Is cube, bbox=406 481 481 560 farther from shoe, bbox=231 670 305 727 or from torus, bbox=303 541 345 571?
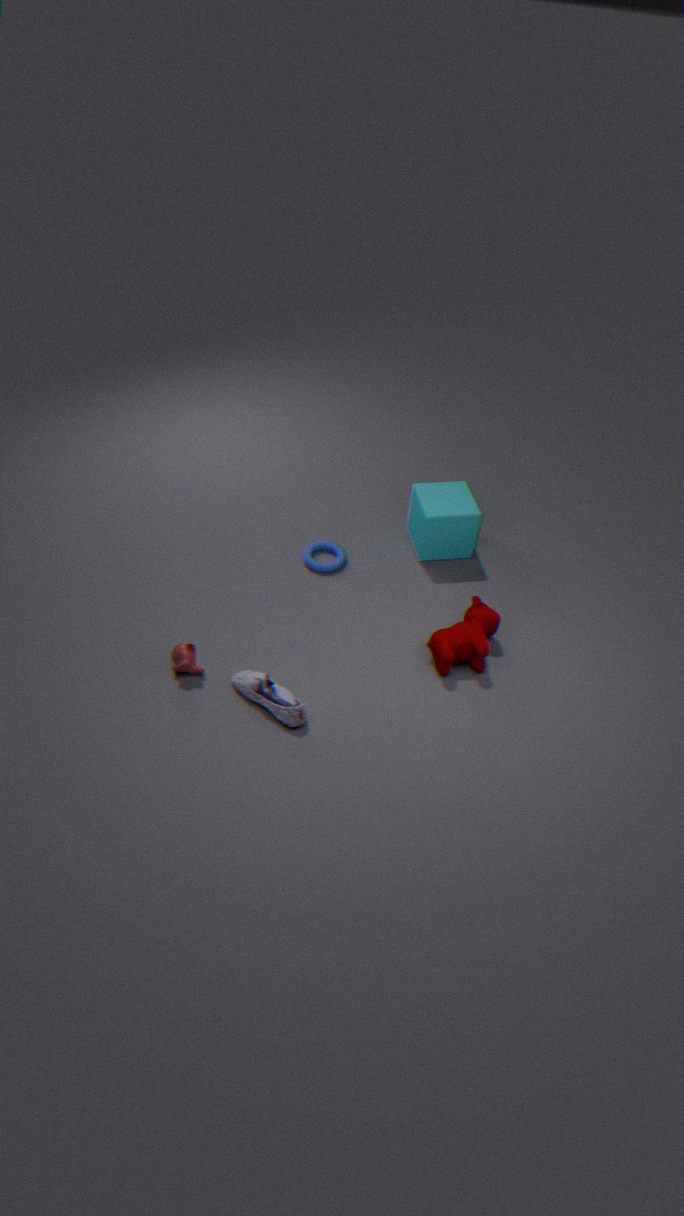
shoe, bbox=231 670 305 727
